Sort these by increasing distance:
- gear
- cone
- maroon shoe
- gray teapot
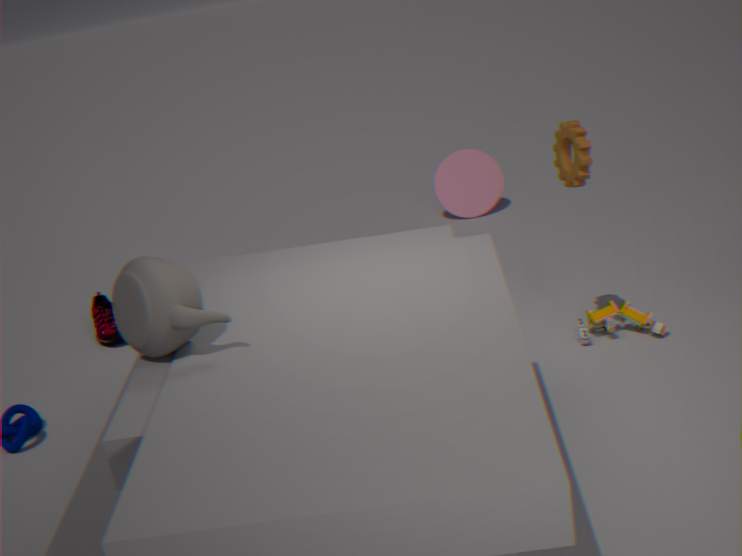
gray teapot, gear, maroon shoe, cone
